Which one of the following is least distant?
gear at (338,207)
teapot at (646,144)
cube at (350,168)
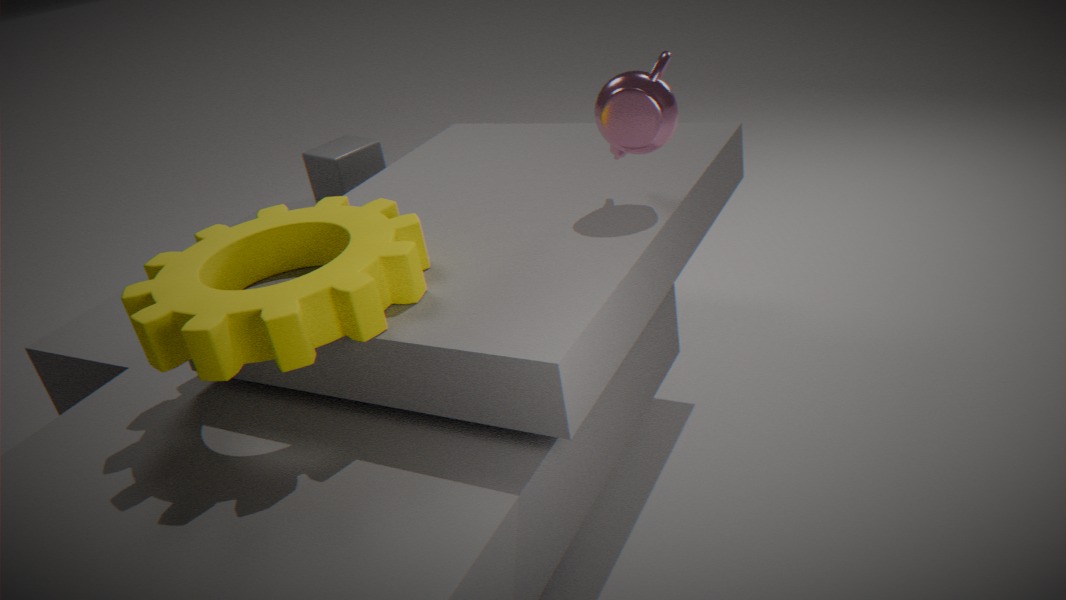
gear at (338,207)
